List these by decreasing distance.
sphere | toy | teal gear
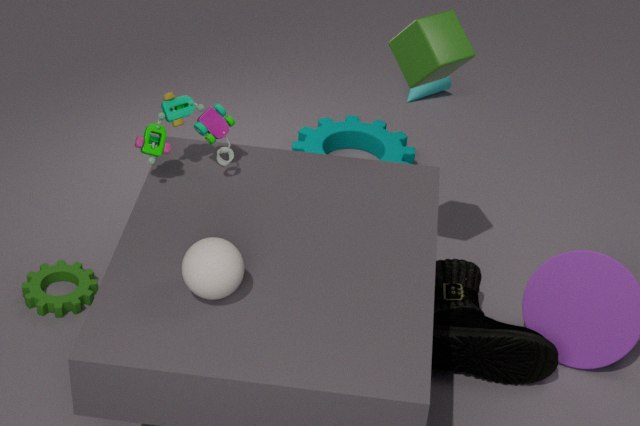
teal gear, toy, sphere
